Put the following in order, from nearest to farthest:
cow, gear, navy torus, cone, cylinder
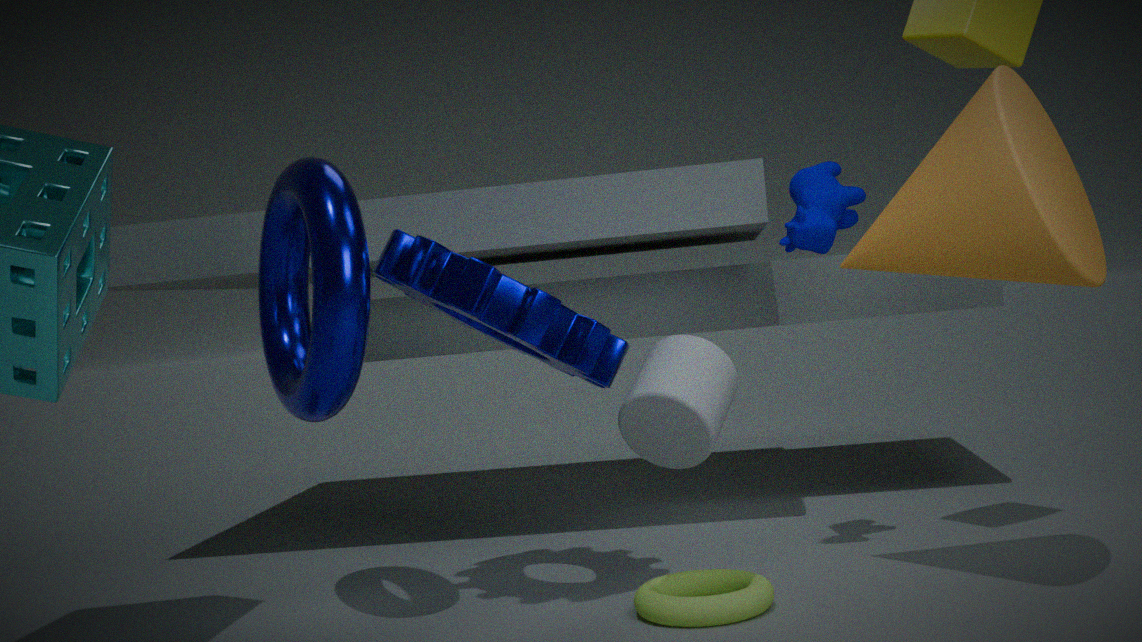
cone, cylinder, navy torus, gear, cow
